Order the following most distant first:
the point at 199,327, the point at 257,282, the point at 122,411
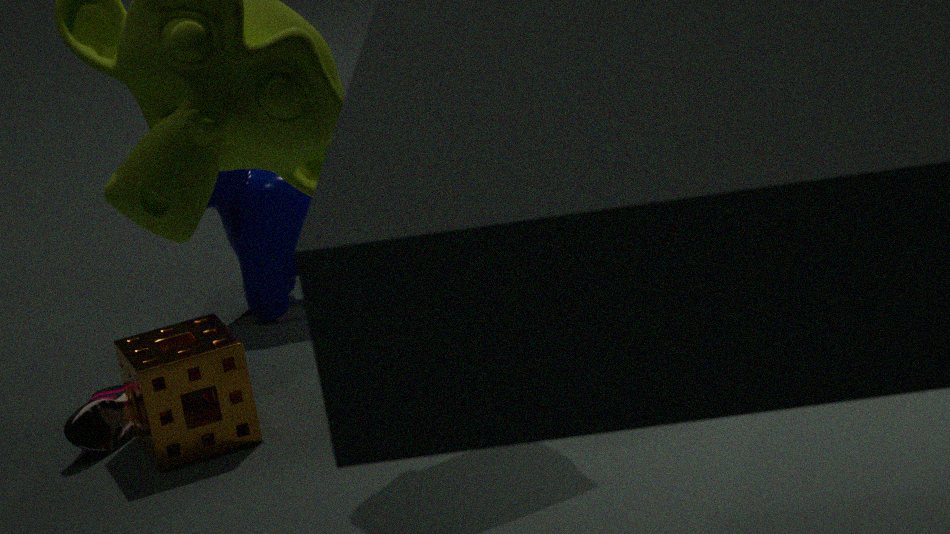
the point at 257,282, the point at 122,411, the point at 199,327
